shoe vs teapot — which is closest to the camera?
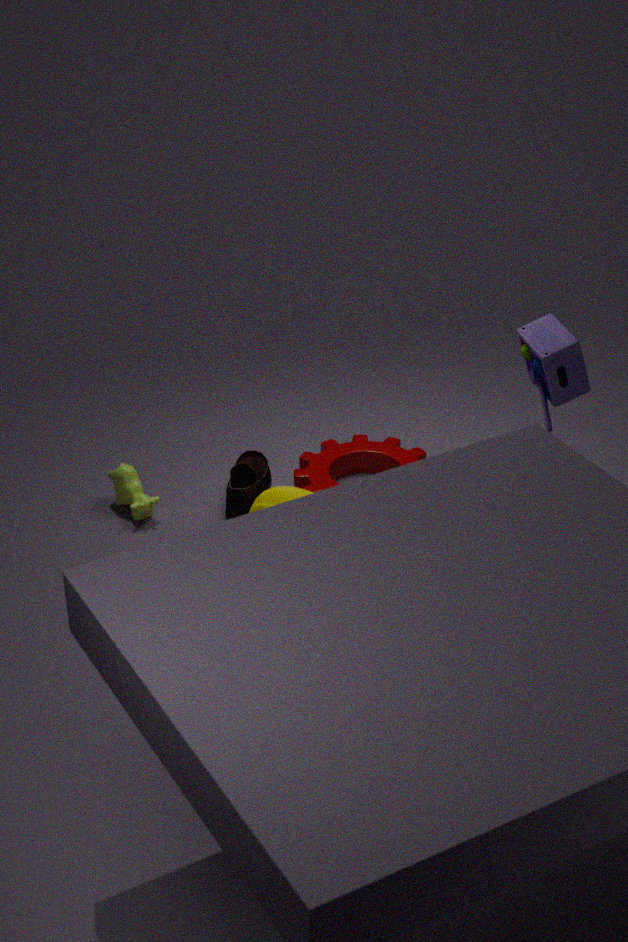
teapot
